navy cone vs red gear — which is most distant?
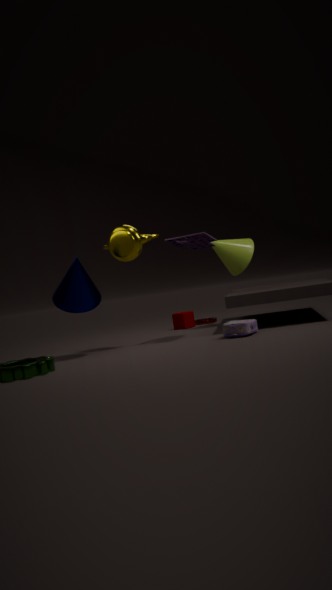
red gear
